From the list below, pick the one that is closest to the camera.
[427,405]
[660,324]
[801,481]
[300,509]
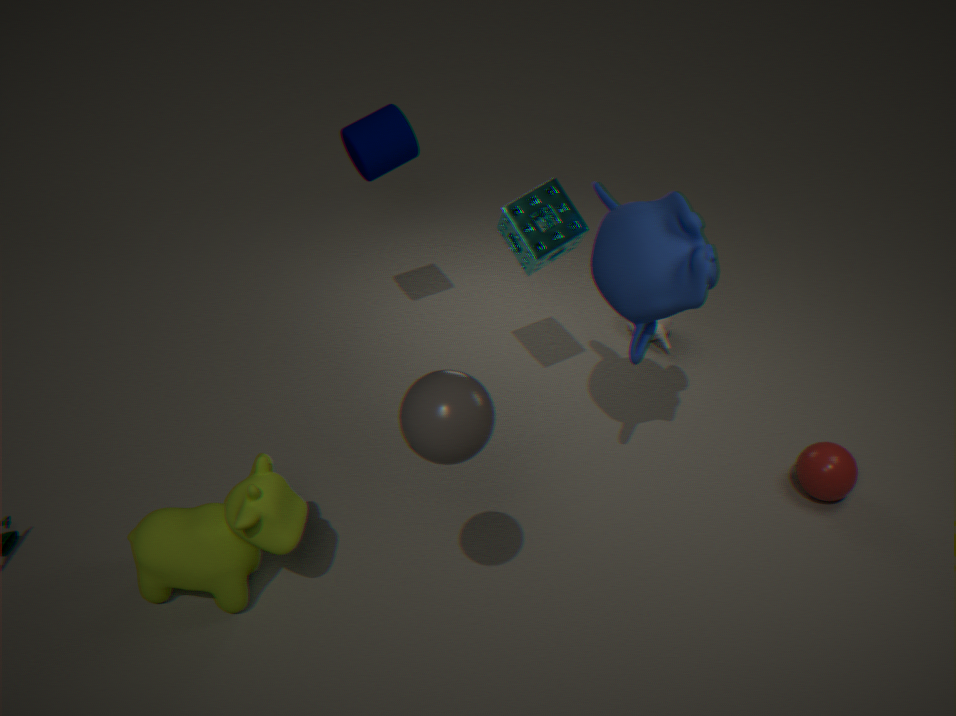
[427,405]
